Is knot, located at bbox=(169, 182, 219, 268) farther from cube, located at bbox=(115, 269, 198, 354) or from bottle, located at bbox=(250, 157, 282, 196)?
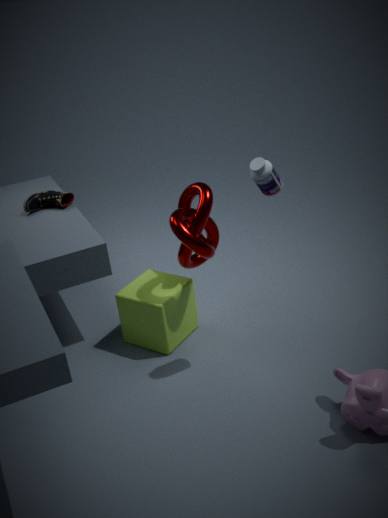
bottle, located at bbox=(250, 157, 282, 196)
